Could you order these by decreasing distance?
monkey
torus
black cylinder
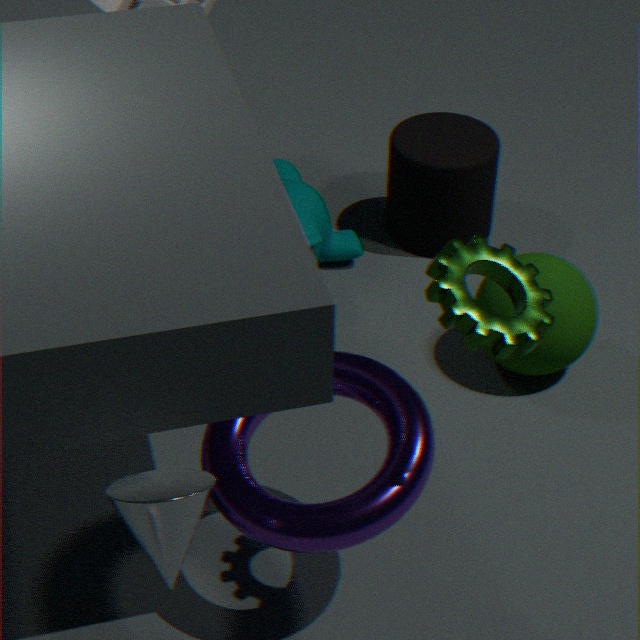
black cylinder
monkey
torus
